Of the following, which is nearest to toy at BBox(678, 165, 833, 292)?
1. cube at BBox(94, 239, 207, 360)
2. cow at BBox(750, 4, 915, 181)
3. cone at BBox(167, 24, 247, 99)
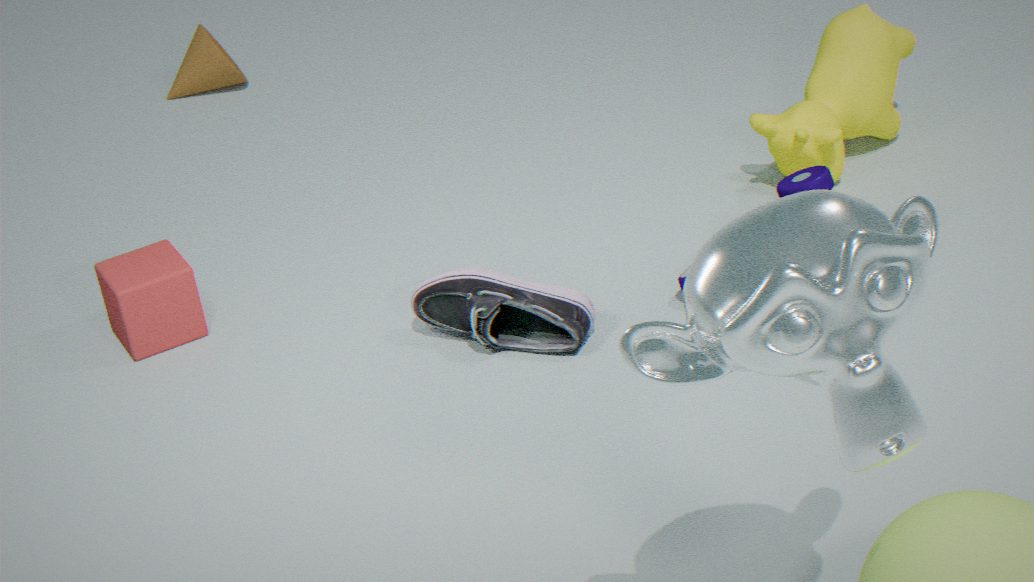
cow at BBox(750, 4, 915, 181)
